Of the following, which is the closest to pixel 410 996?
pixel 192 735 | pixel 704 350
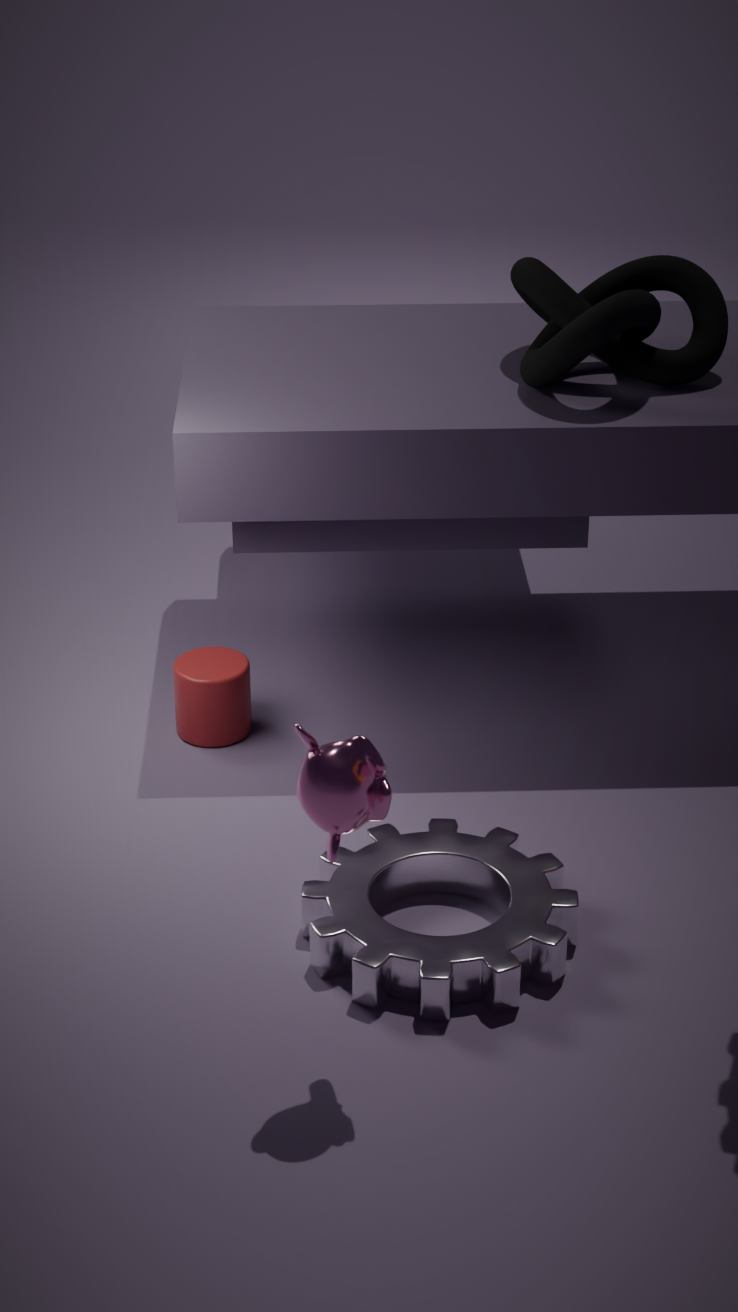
pixel 192 735
